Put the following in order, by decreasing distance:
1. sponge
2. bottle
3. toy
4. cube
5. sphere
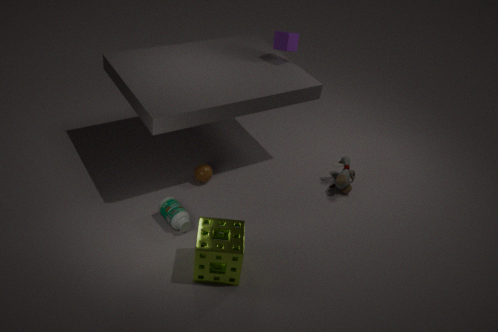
1. cube
2. toy
3. sphere
4. bottle
5. sponge
